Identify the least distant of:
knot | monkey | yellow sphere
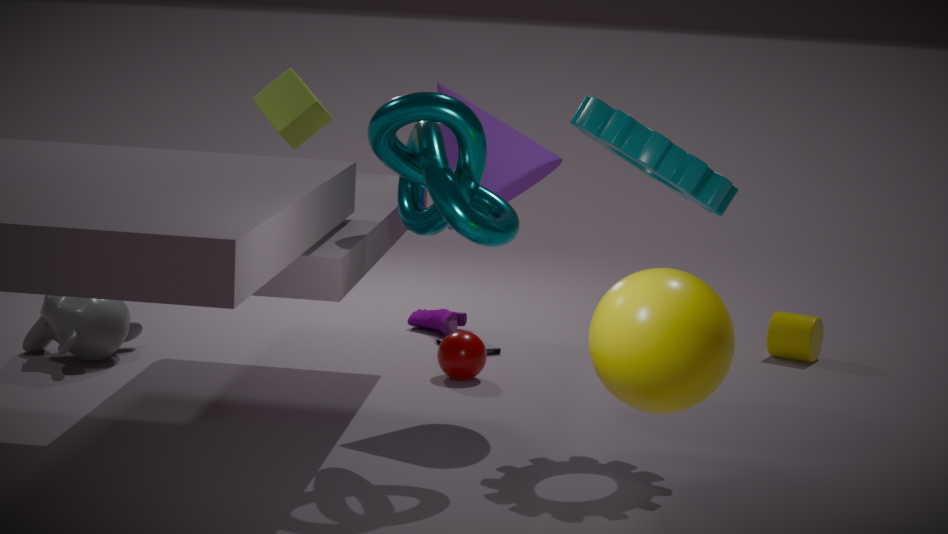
yellow sphere
